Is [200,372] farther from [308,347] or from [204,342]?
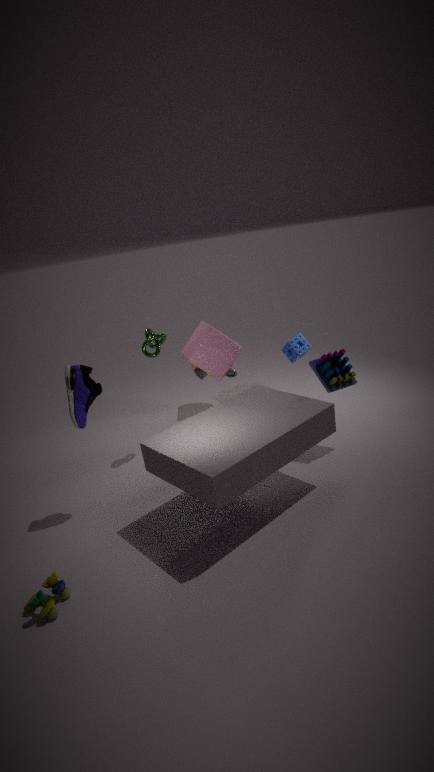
[308,347]
